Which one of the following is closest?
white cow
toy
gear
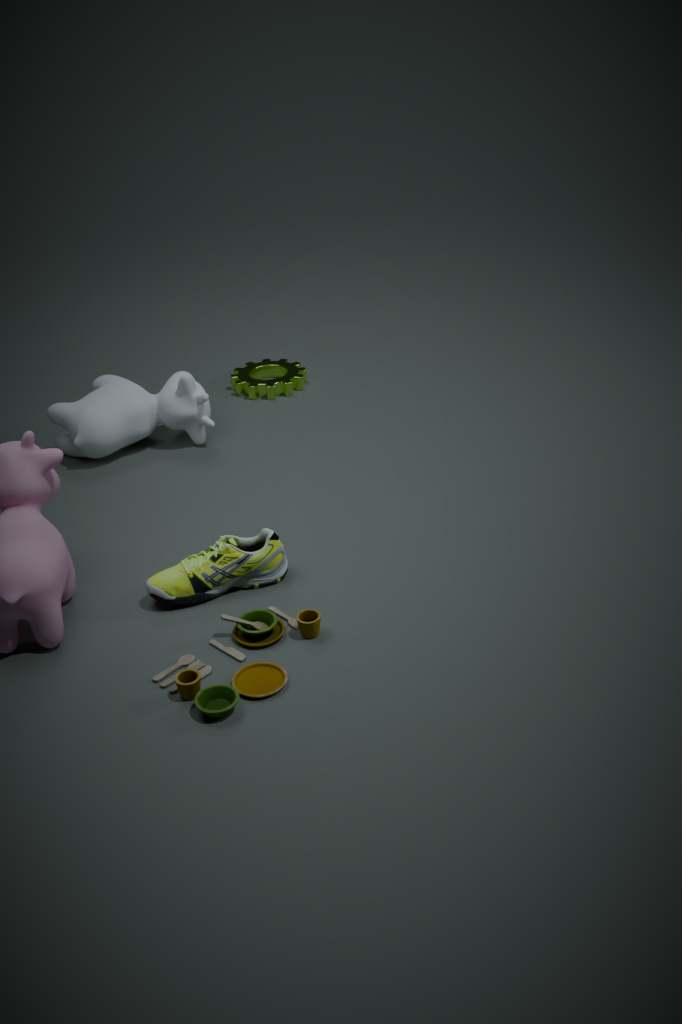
toy
